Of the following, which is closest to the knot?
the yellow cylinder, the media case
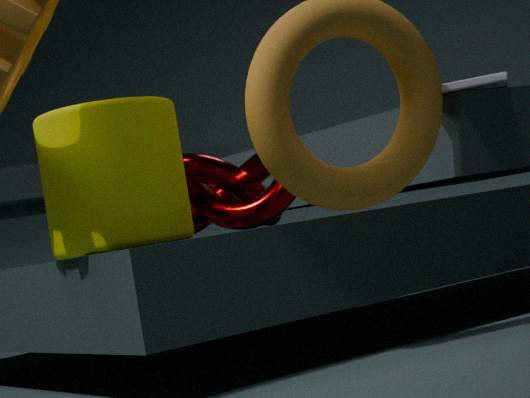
the yellow cylinder
